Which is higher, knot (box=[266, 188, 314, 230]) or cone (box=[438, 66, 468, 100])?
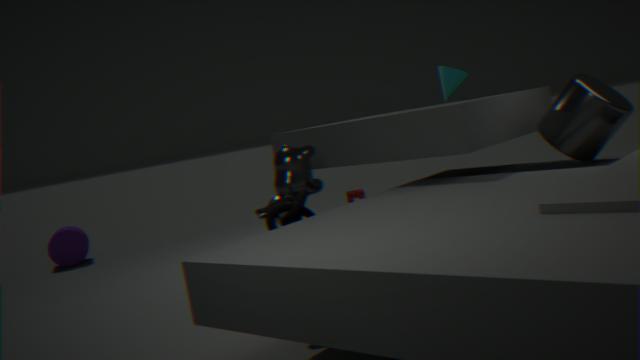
cone (box=[438, 66, 468, 100])
